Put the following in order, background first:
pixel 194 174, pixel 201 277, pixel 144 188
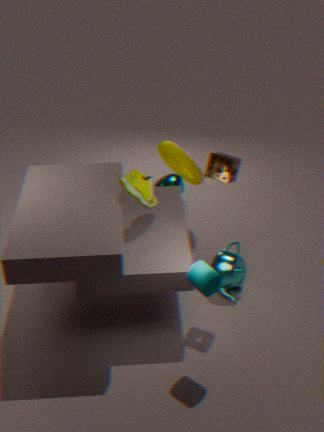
pixel 194 174 < pixel 144 188 < pixel 201 277
